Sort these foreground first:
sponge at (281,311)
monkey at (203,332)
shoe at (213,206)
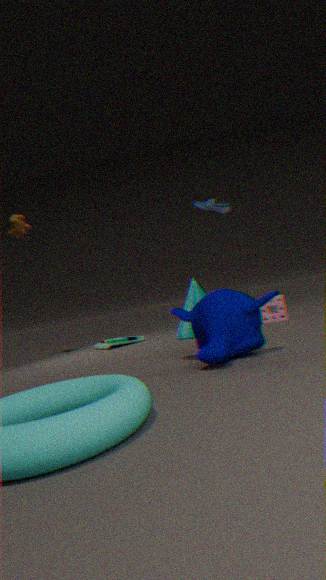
monkey at (203,332)
sponge at (281,311)
shoe at (213,206)
